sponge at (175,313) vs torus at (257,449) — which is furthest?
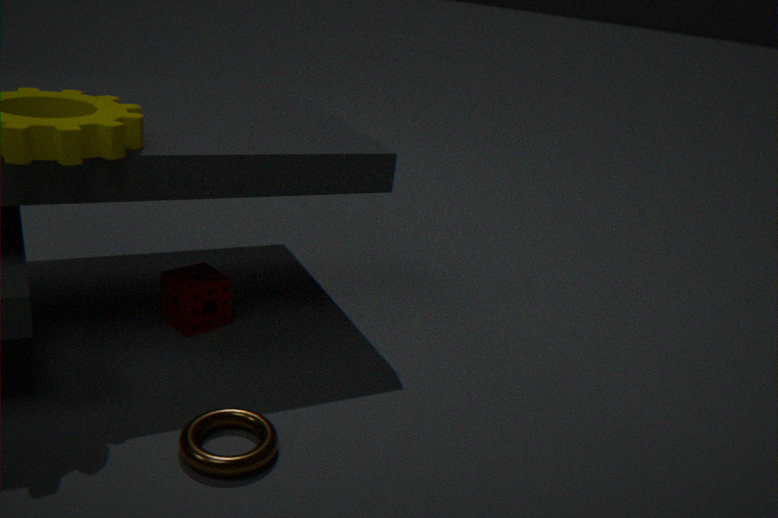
sponge at (175,313)
